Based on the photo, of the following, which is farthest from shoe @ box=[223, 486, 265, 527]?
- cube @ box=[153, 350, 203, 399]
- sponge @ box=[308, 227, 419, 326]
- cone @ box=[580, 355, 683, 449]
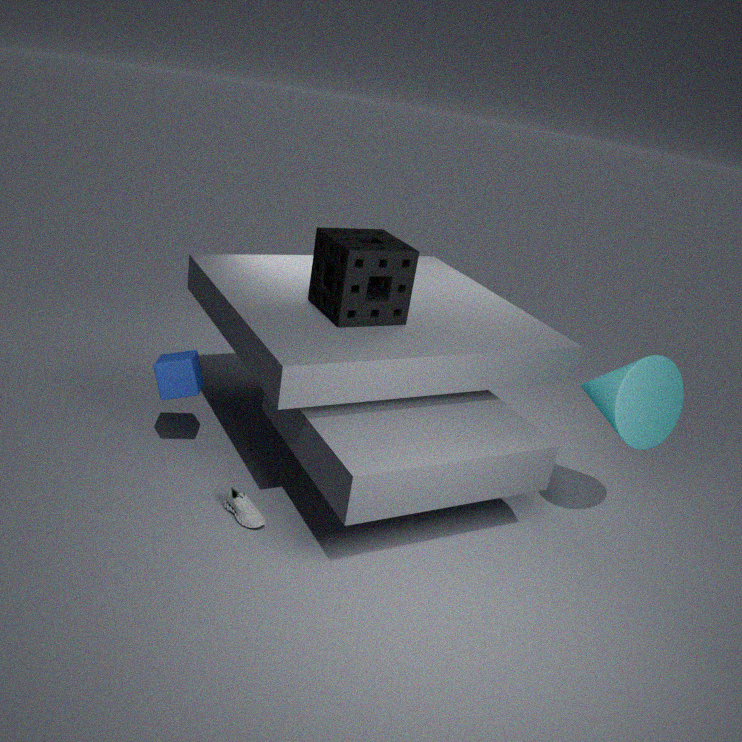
cone @ box=[580, 355, 683, 449]
